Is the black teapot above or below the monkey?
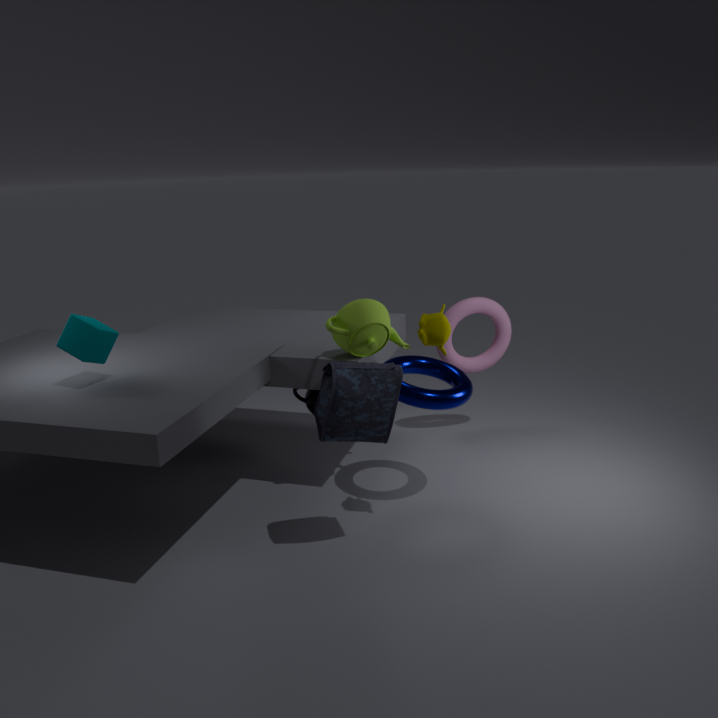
below
